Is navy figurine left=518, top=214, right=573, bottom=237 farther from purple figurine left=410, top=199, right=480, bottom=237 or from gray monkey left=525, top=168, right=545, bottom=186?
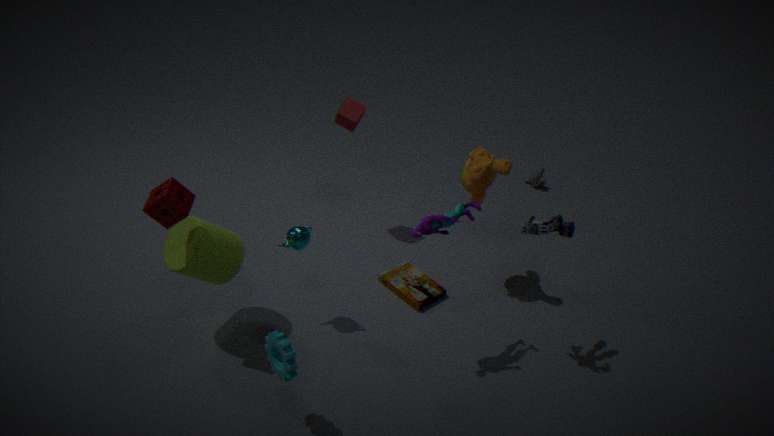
gray monkey left=525, top=168, right=545, bottom=186
